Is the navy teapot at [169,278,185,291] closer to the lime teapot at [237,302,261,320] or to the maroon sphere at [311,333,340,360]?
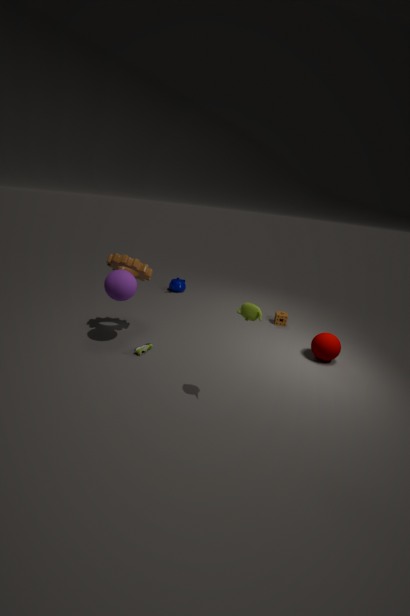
the maroon sphere at [311,333,340,360]
